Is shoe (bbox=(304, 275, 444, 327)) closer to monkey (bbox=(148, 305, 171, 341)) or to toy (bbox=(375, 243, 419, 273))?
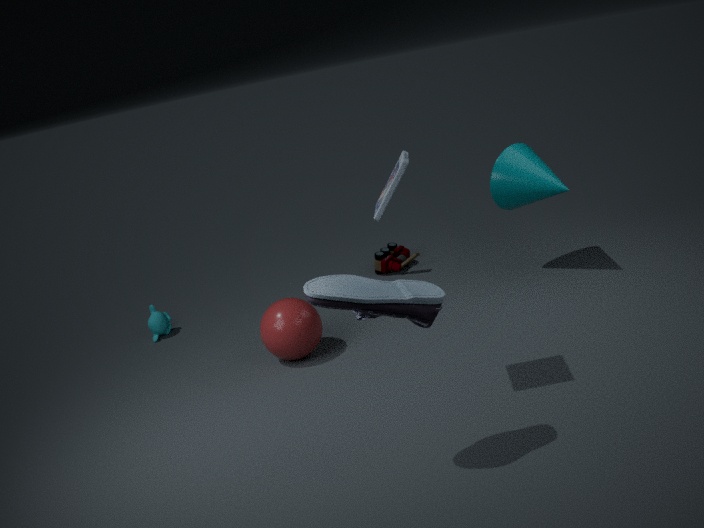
toy (bbox=(375, 243, 419, 273))
